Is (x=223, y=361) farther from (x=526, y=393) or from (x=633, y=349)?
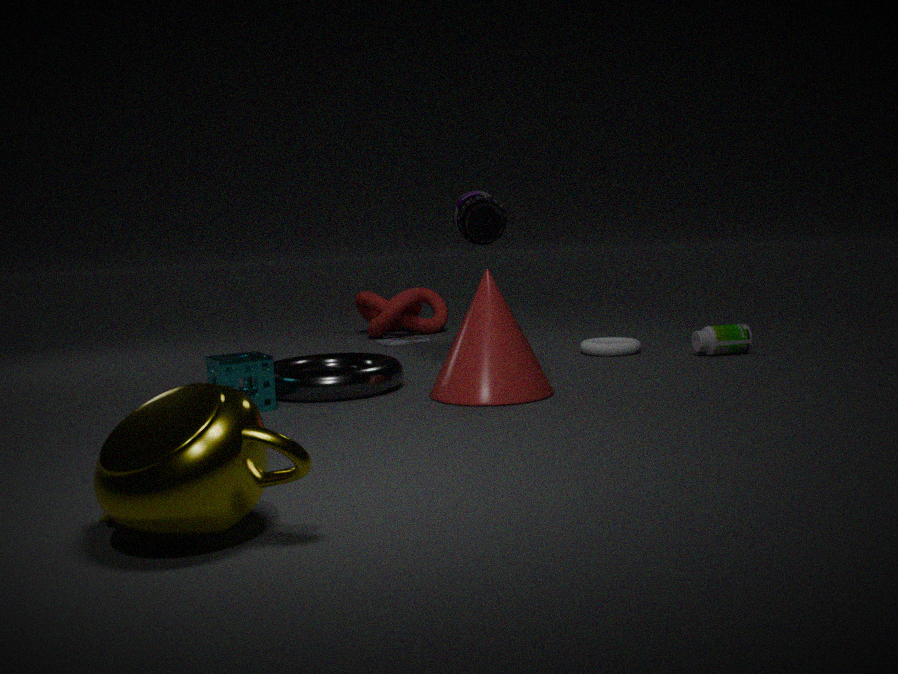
(x=633, y=349)
